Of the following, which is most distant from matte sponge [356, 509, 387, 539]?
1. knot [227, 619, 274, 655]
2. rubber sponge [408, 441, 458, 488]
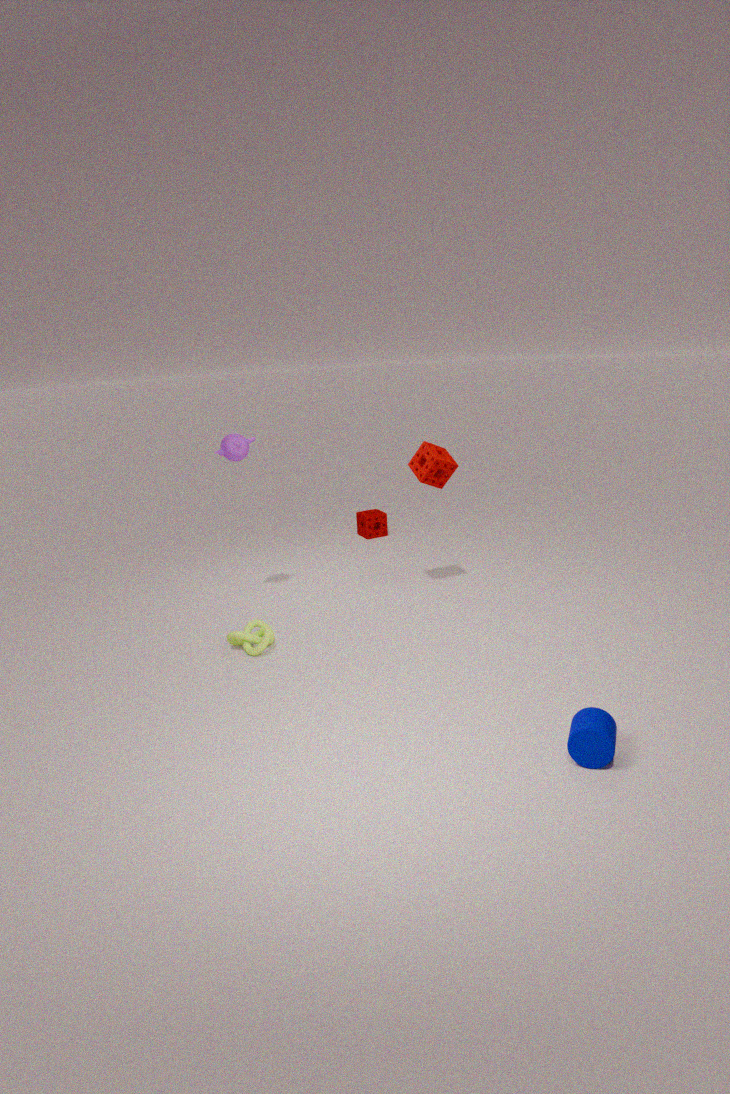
knot [227, 619, 274, 655]
